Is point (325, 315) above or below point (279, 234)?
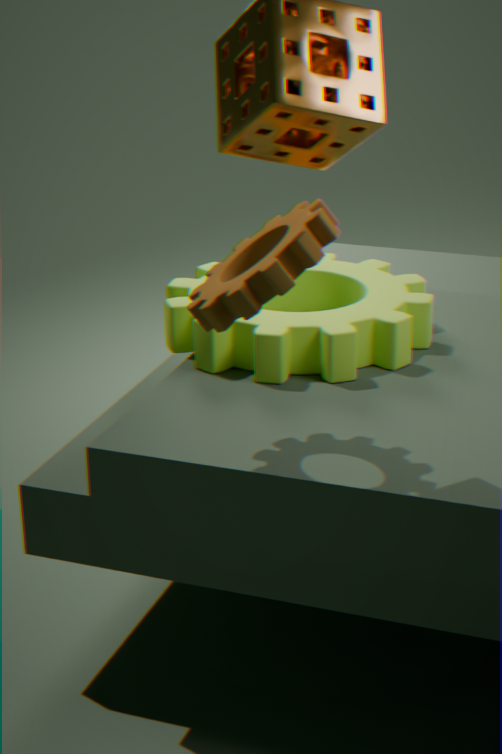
below
